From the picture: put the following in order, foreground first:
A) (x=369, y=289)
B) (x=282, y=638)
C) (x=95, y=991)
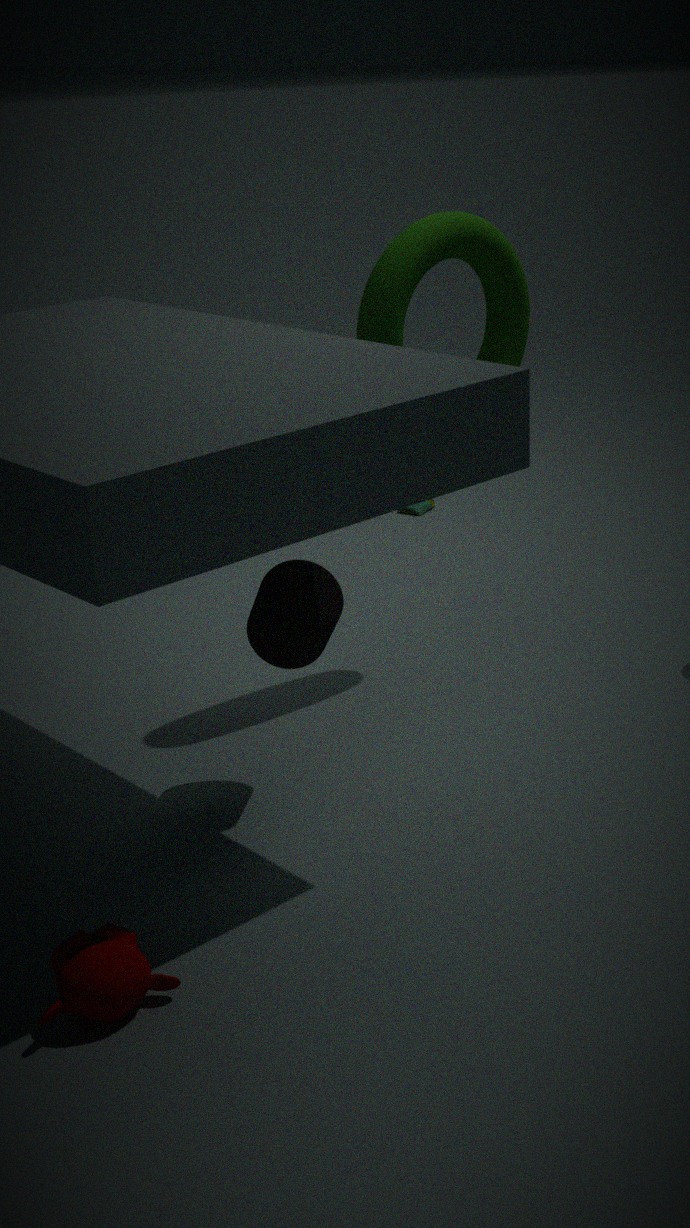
(x=95, y=991) < (x=282, y=638) < (x=369, y=289)
